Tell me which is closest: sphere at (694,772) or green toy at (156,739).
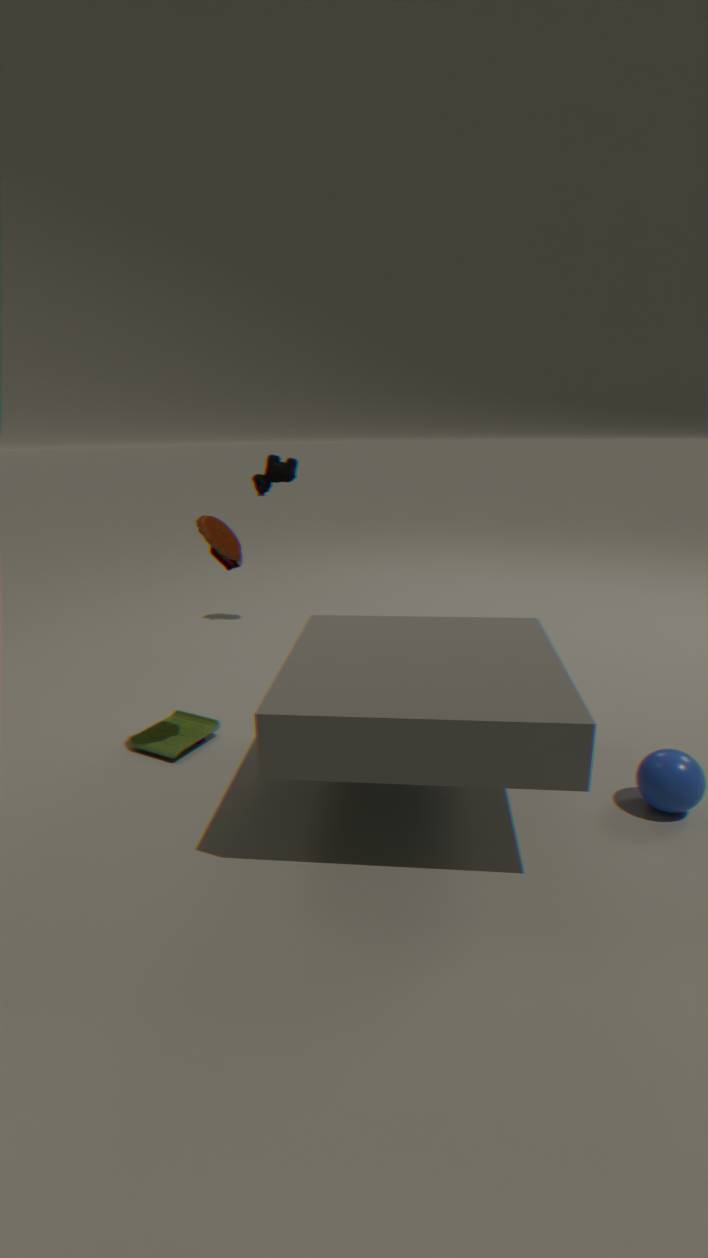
sphere at (694,772)
